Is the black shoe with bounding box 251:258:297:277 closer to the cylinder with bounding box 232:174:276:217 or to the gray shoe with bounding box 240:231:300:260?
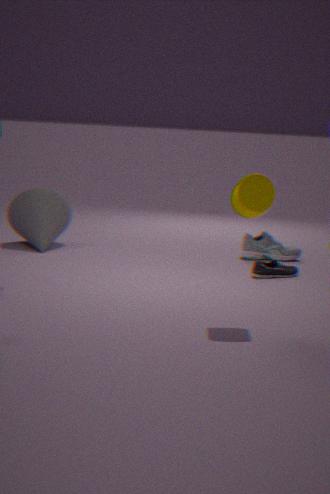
the gray shoe with bounding box 240:231:300:260
